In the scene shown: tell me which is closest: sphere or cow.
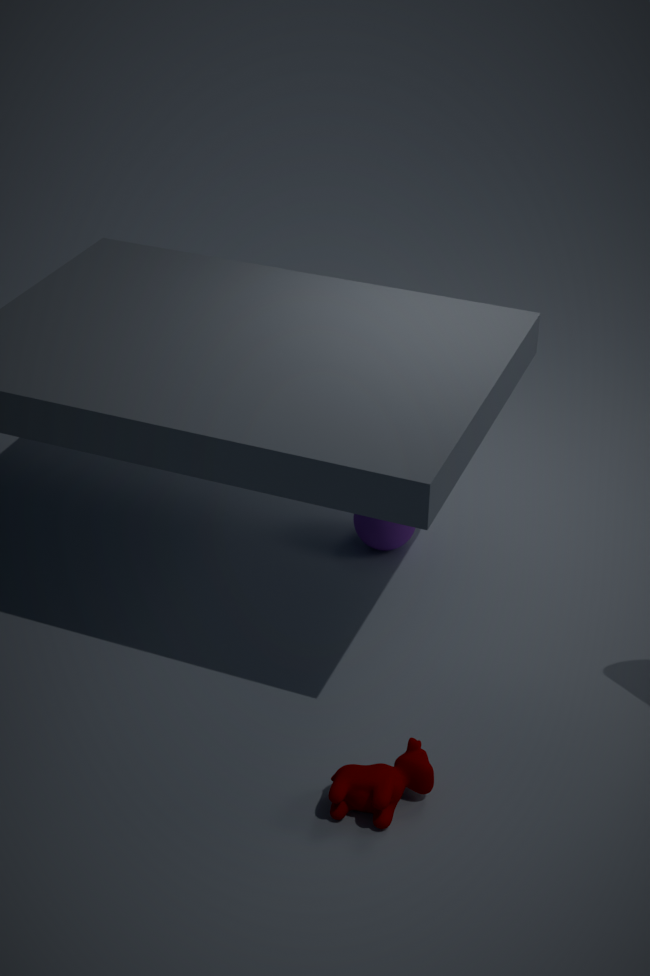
cow
